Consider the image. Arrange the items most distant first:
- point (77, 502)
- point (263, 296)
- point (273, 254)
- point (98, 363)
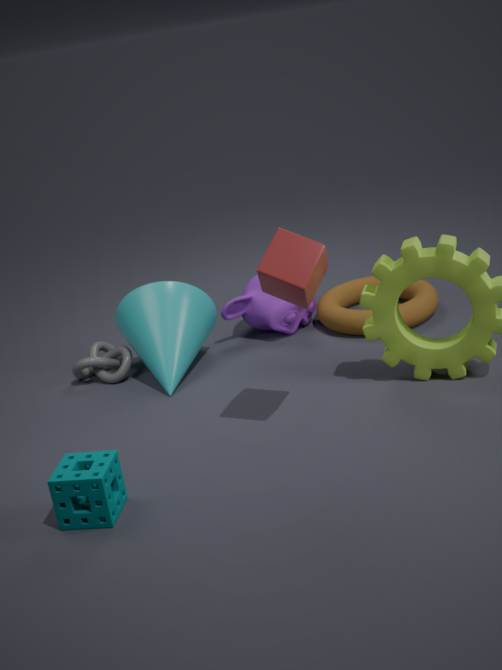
point (263, 296) → point (98, 363) → point (273, 254) → point (77, 502)
